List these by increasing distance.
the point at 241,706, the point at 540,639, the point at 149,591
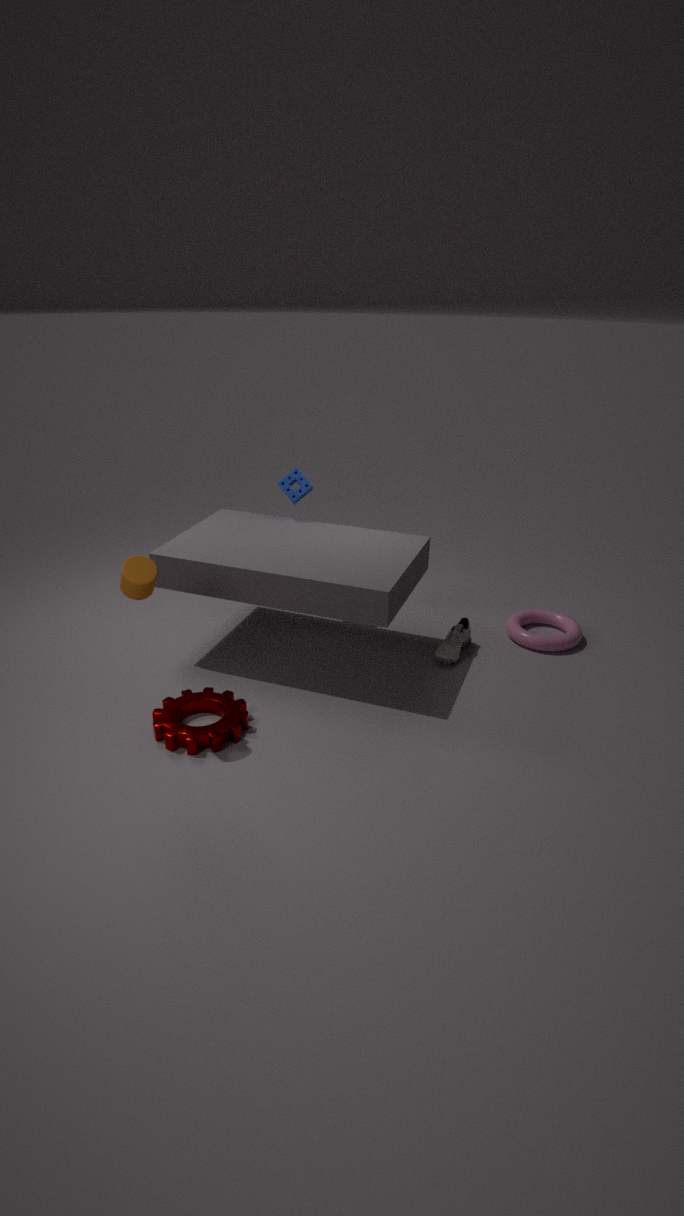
the point at 149,591, the point at 241,706, the point at 540,639
